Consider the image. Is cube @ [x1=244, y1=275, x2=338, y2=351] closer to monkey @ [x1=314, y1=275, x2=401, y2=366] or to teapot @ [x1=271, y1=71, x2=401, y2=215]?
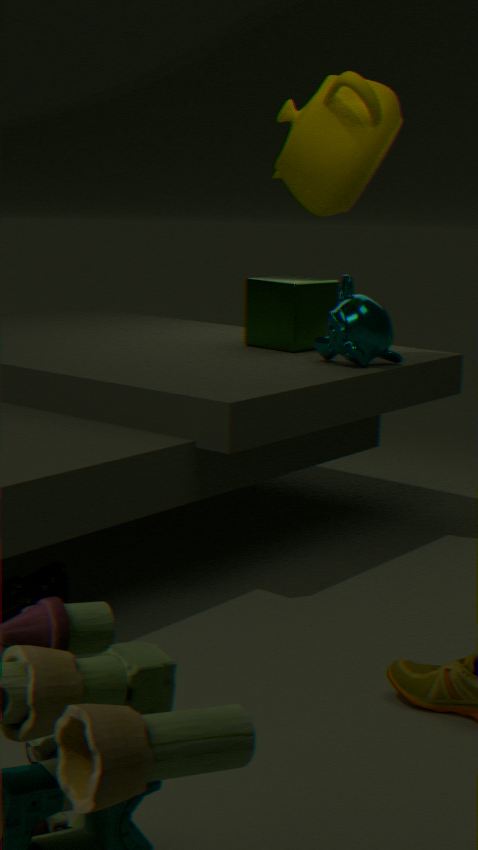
monkey @ [x1=314, y1=275, x2=401, y2=366]
